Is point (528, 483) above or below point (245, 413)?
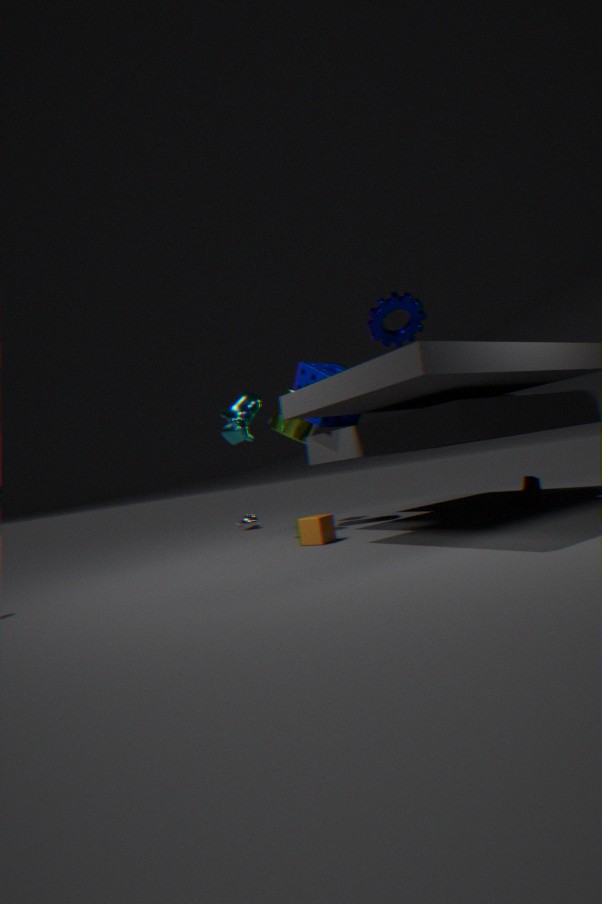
below
